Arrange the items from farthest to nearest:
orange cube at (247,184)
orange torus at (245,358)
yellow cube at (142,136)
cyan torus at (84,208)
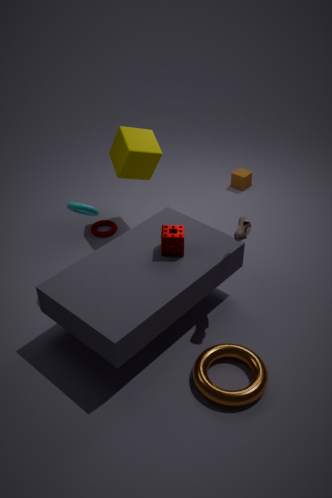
orange cube at (247,184), yellow cube at (142,136), cyan torus at (84,208), orange torus at (245,358)
